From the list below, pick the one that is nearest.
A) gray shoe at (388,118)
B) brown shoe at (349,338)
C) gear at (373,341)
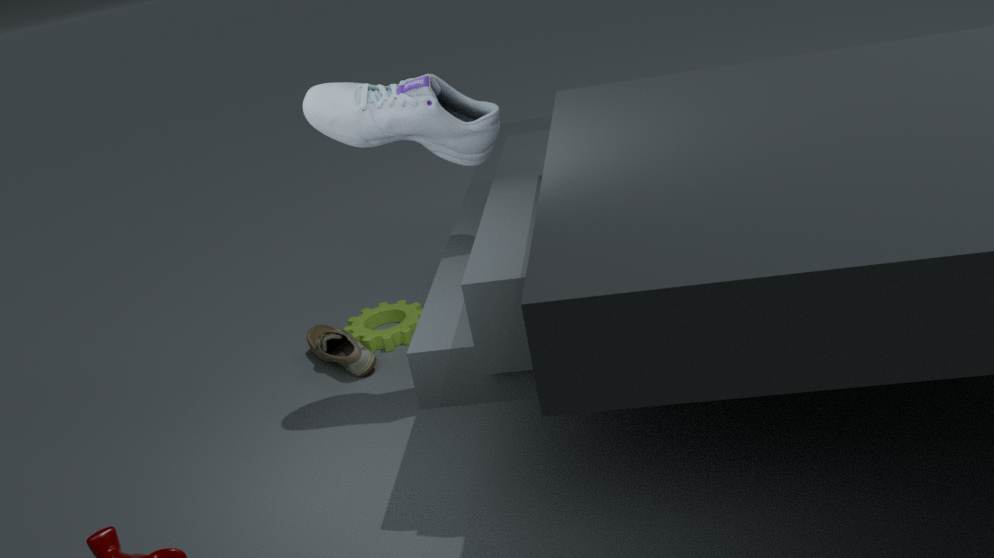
gray shoe at (388,118)
